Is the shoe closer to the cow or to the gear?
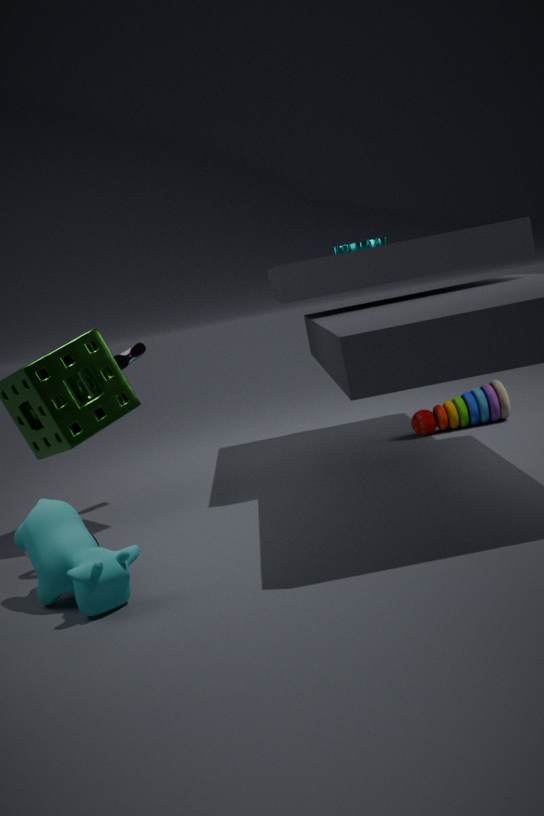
the cow
